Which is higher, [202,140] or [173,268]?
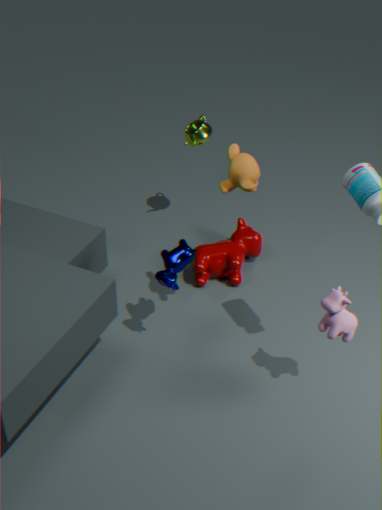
[202,140]
